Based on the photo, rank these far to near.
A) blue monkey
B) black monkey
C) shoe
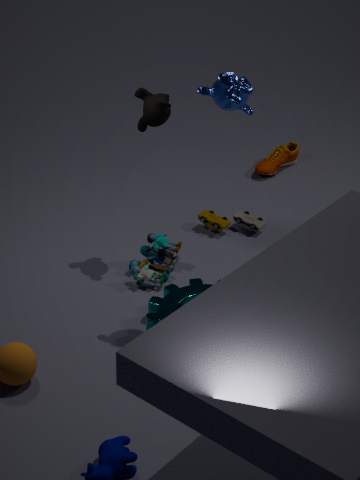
shoe
black monkey
blue monkey
